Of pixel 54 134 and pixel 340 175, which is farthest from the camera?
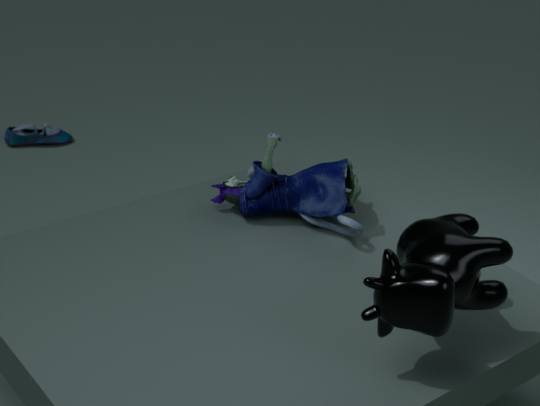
pixel 54 134
